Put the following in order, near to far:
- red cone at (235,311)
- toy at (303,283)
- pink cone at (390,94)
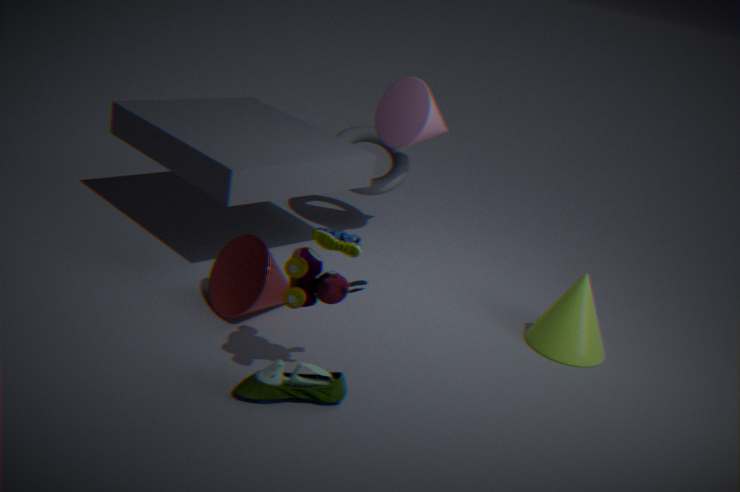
1. toy at (303,283)
2. red cone at (235,311)
3. pink cone at (390,94)
